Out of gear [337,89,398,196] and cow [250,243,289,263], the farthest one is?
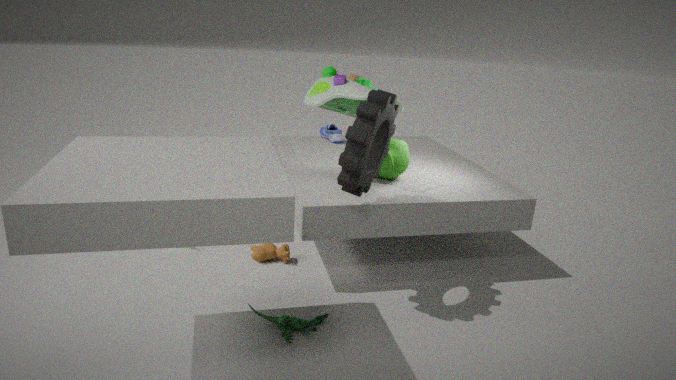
cow [250,243,289,263]
